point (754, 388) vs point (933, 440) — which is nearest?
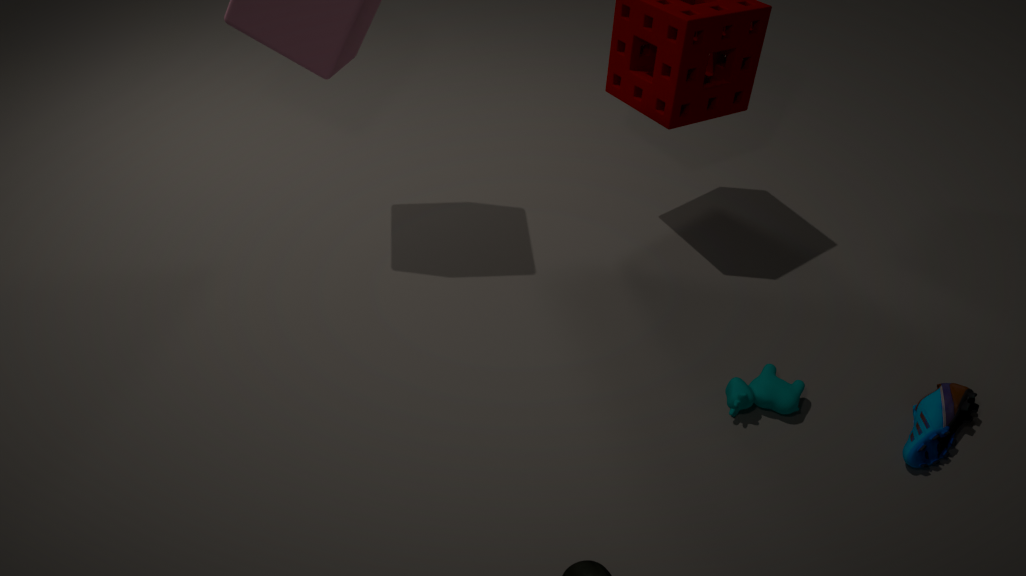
point (933, 440)
